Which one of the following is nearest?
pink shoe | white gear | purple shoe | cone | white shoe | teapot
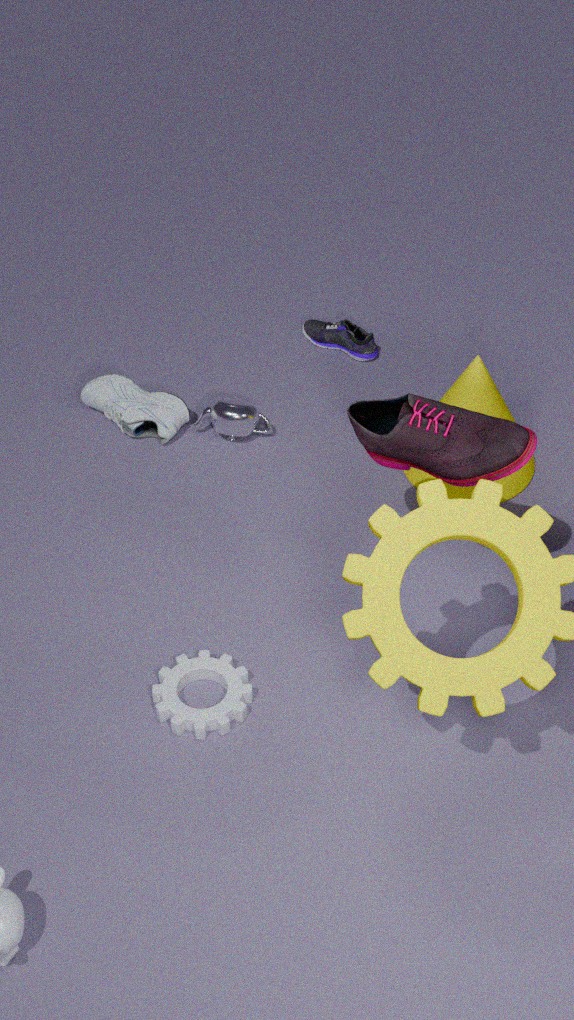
Result: pink shoe
